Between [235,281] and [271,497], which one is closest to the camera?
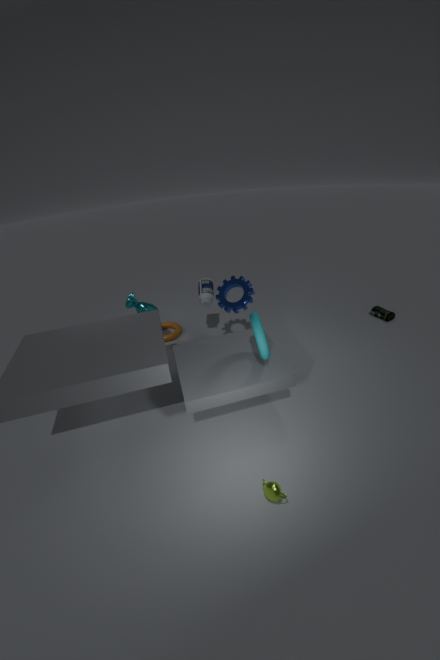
[271,497]
